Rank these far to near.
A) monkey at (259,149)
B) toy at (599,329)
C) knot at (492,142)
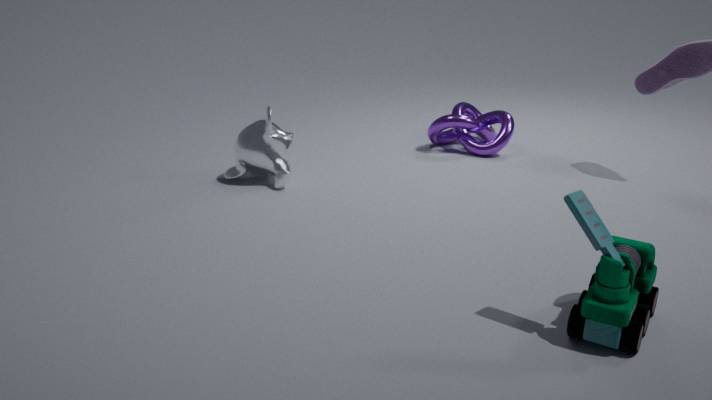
knot at (492,142) < monkey at (259,149) < toy at (599,329)
